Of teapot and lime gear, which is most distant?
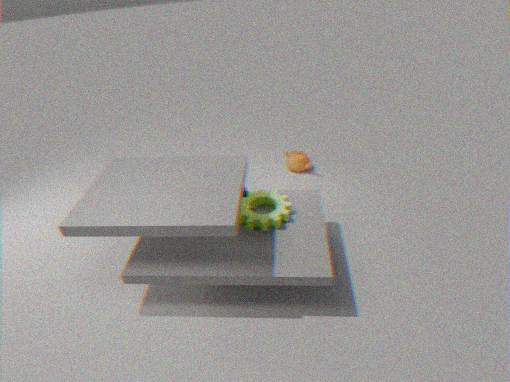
teapot
